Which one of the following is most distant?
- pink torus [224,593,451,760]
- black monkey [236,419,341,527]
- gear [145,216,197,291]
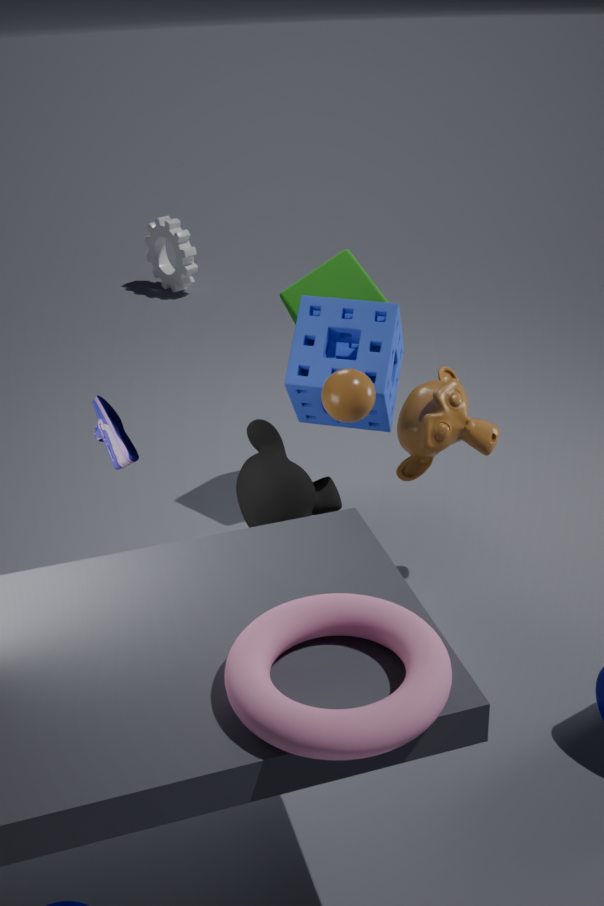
gear [145,216,197,291]
